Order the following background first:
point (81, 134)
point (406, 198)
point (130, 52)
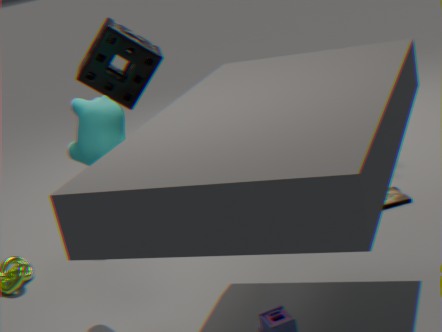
1. point (130, 52)
2. point (406, 198)
3. point (81, 134)
